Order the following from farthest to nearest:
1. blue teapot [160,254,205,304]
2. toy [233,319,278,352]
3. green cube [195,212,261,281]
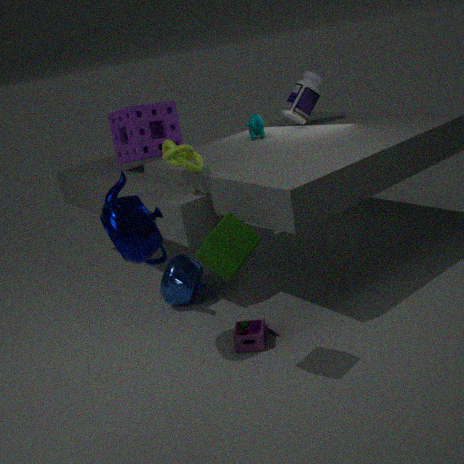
1. blue teapot [160,254,205,304]
2. toy [233,319,278,352]
3. green cube [195,212,261,281]
